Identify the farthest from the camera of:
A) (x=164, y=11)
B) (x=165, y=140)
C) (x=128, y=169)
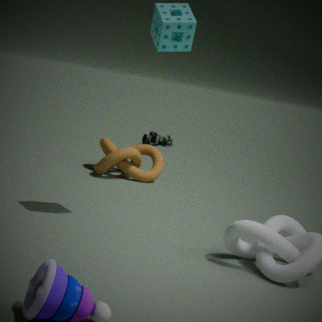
(x=165, y=140)
